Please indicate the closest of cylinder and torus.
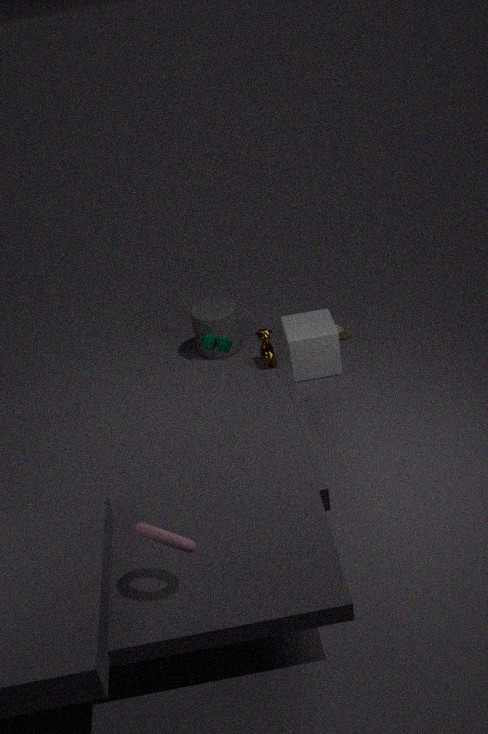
torus
